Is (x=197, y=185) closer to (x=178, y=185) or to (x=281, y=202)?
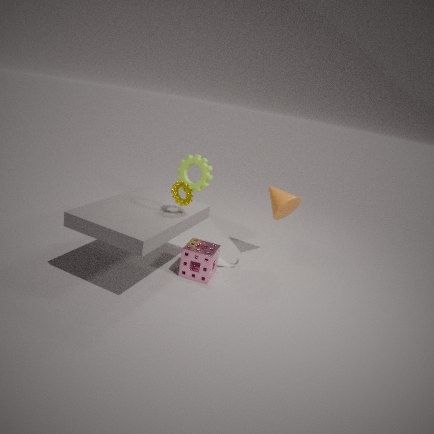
(x=281, y=202)
